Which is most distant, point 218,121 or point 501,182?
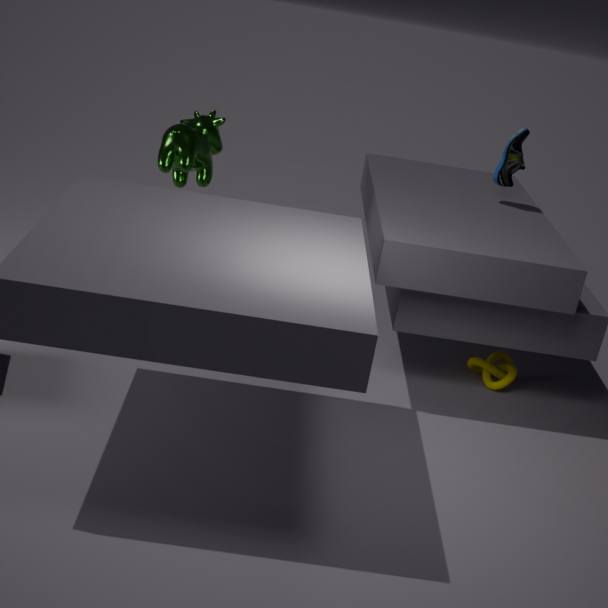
point 501,182
